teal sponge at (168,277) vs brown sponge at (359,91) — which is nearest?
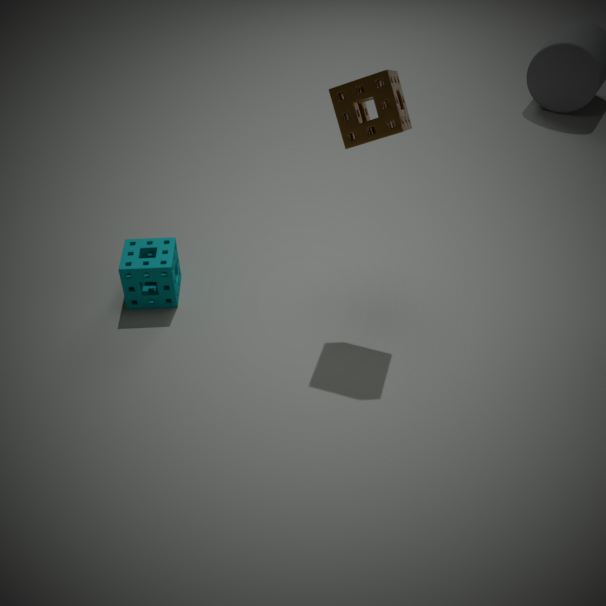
brown sponge at (359,91)
